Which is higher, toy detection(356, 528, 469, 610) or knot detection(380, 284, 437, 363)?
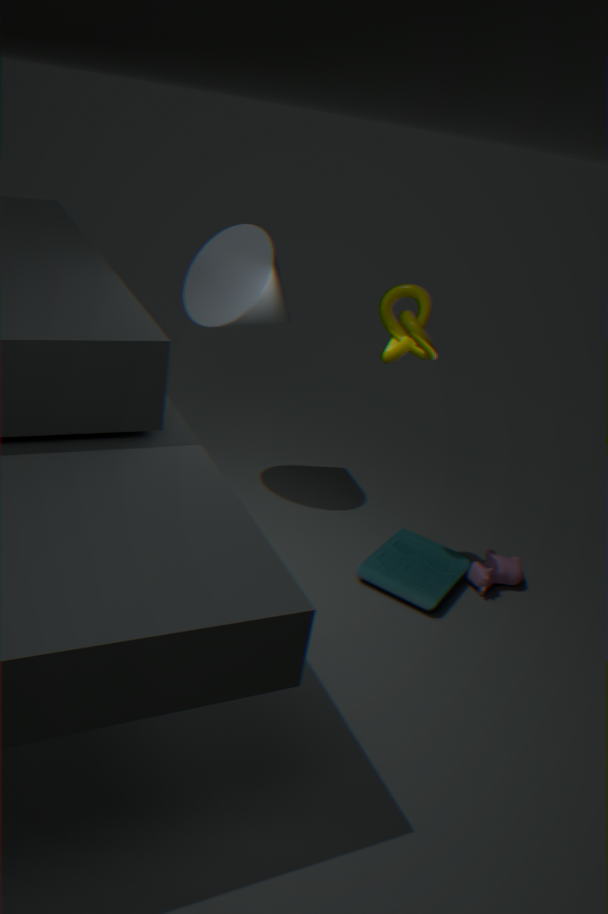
knot detection(380, 284, 437, 363)
